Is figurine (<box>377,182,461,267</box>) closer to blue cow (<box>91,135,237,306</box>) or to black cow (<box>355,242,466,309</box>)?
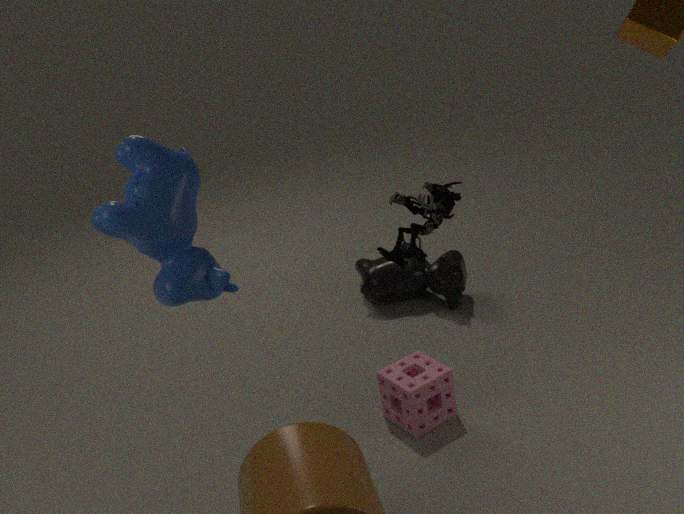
blue cow (<box>91,135,237,306</box>)
